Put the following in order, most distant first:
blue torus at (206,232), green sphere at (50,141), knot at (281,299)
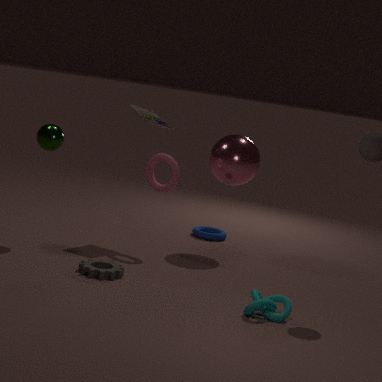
1. blue torus at (206,232)
2. green sphere at (50,141)
3. knot at (281,299)
